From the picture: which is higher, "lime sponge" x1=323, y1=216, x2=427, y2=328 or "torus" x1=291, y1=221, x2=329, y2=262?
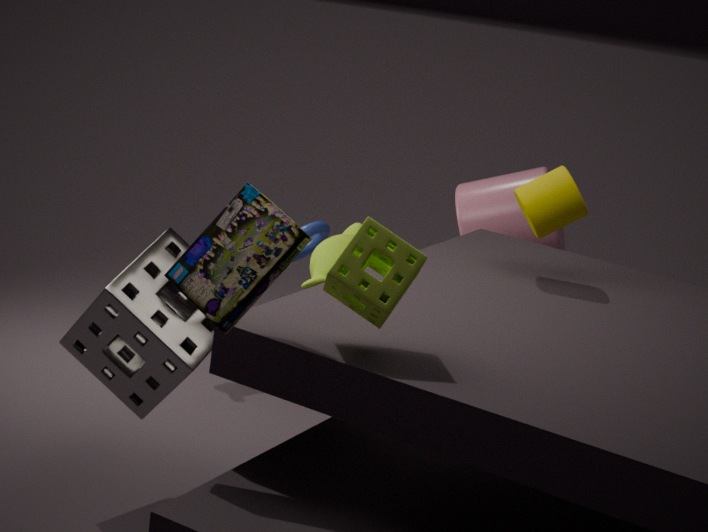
"lime sponge" x1=323, y1=216, x2=427, y2=328
